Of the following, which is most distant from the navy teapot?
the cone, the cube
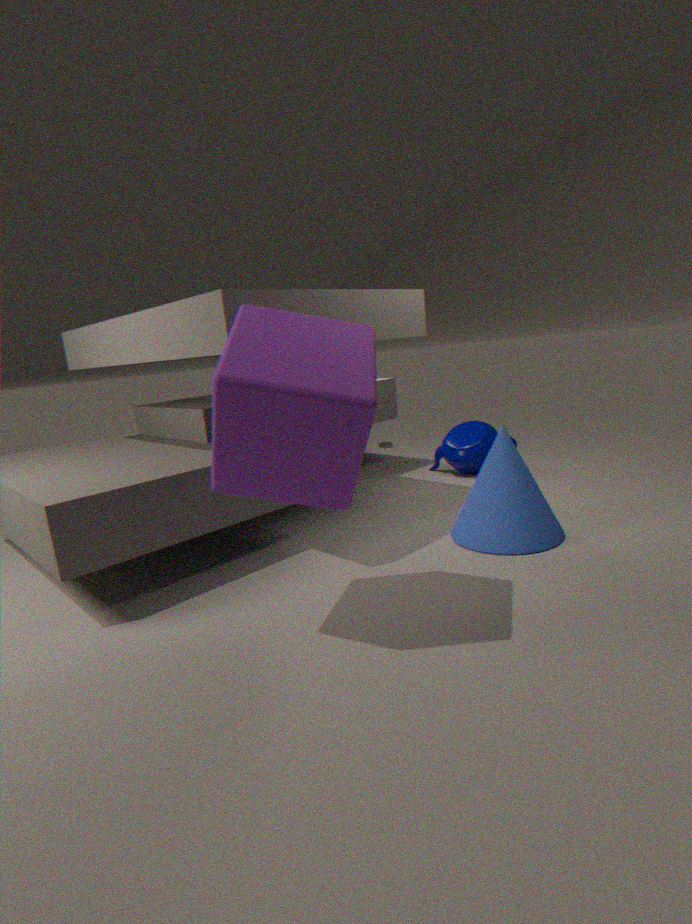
the cube
